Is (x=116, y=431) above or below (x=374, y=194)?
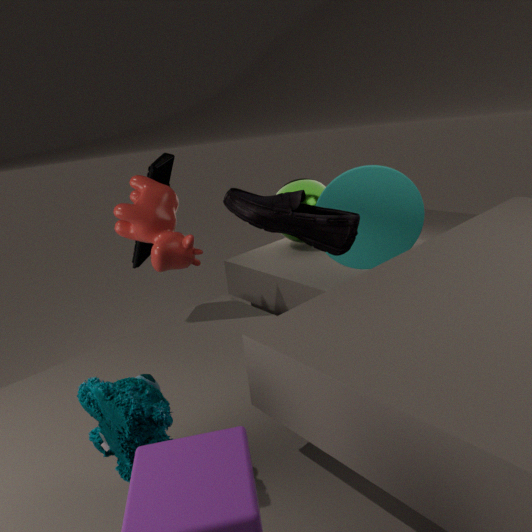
below
